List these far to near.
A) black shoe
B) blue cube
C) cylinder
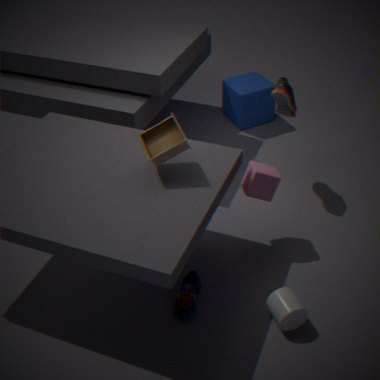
blue cube, black shoe, cylinder
